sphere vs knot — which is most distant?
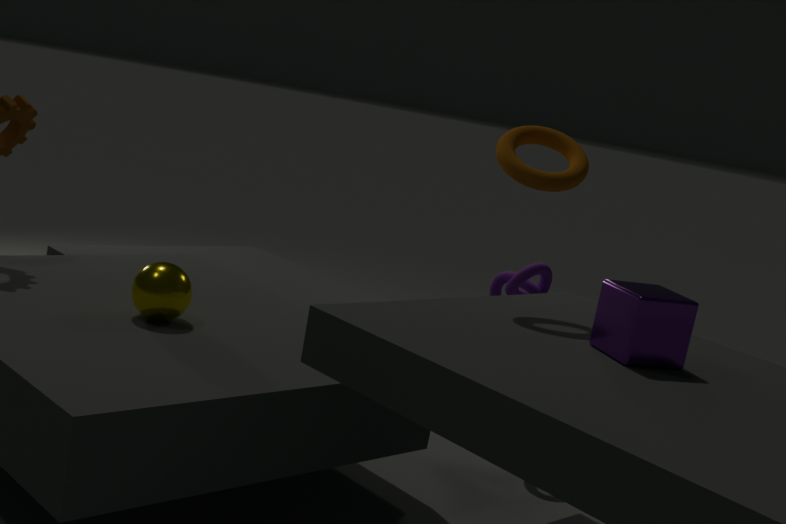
knot
